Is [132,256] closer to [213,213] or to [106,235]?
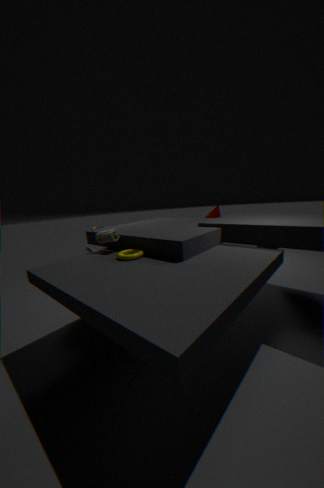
[106,235]
